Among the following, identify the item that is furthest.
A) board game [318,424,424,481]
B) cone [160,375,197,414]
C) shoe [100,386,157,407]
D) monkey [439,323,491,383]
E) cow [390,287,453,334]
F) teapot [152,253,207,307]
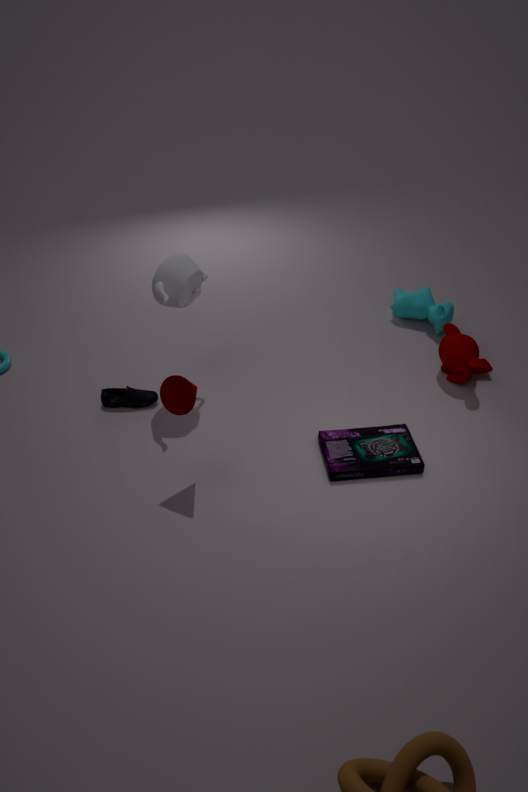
cow [390,287,453,334]
